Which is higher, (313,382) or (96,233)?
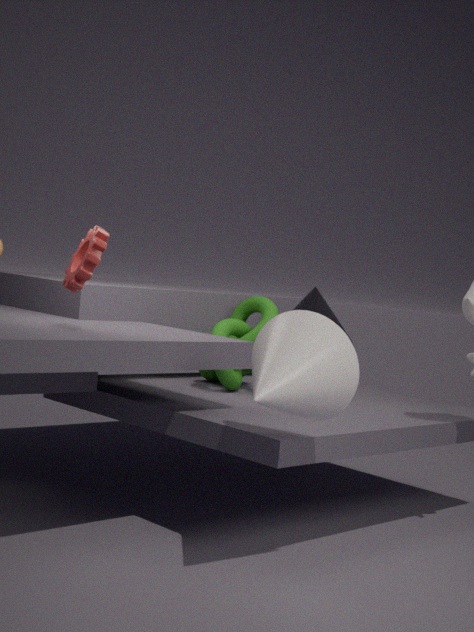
(96,233)
